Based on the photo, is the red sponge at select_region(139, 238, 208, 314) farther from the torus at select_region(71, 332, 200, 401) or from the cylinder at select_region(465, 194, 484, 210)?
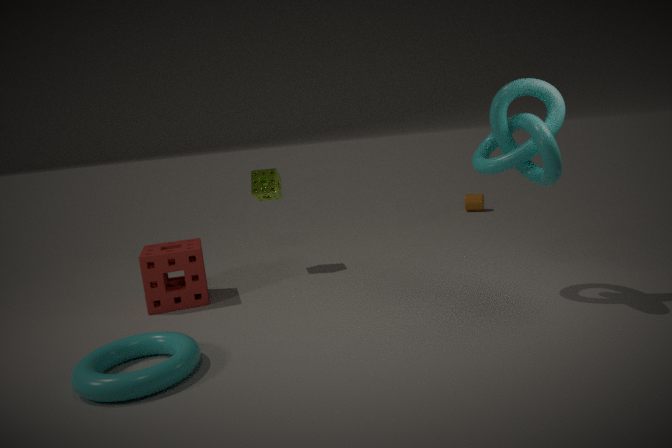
the cylinder at select_region(465, 194, 484, 210)
